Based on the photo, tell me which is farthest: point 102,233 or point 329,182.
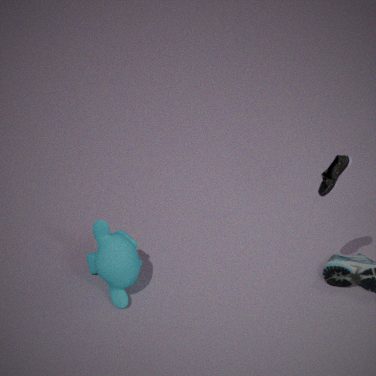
point 102,233
